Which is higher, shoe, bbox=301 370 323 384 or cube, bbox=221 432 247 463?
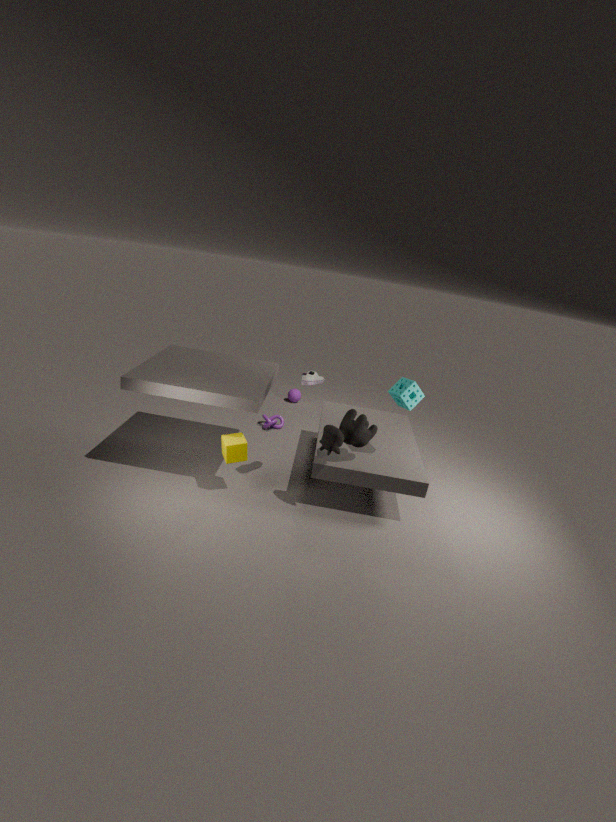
shoe, bbox=301 370 323 384
